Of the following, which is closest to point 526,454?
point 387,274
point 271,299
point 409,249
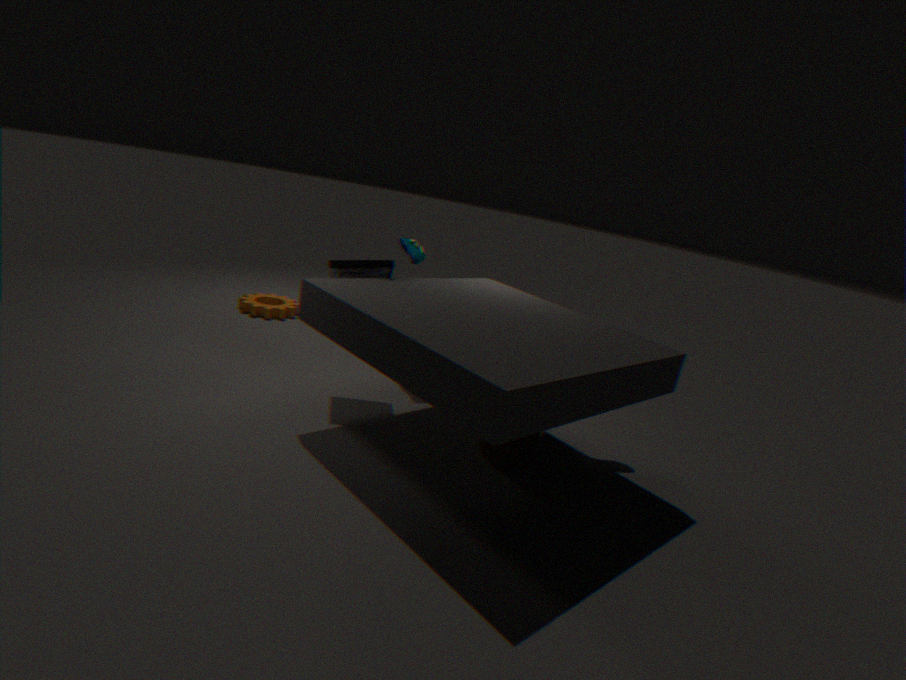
point 387,274
